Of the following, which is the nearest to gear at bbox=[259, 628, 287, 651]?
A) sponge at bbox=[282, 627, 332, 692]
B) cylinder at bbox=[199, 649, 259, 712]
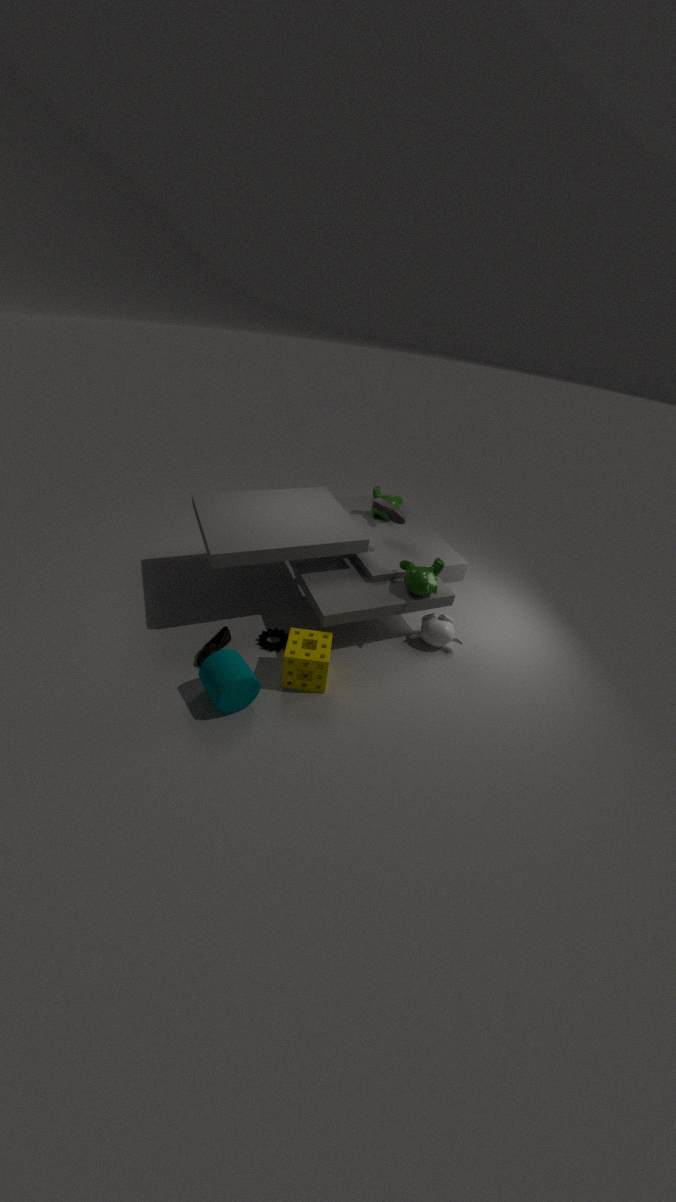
sponge at bbox=[282, 627, 332, 692]
